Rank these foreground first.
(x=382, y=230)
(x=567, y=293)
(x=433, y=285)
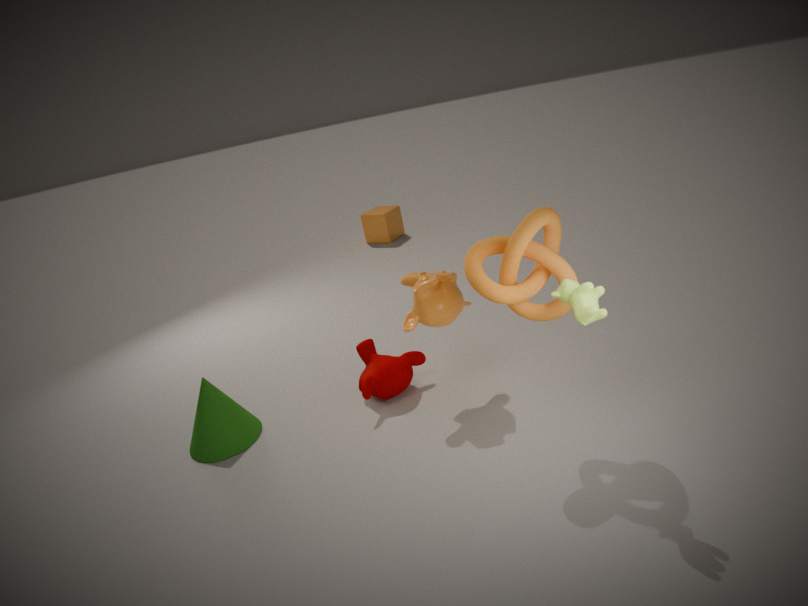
(x=567, y=293)
(x=433, y=285)
(x=382, y=230)
